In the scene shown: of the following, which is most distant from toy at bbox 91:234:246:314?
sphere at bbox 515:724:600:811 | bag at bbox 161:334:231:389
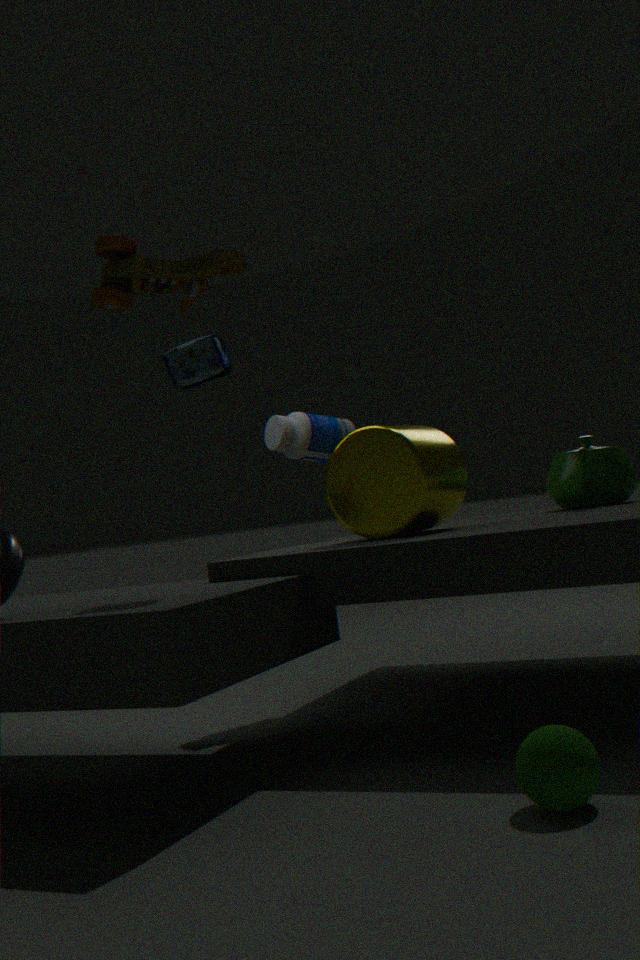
sphere at bbox 515:724:600:811
